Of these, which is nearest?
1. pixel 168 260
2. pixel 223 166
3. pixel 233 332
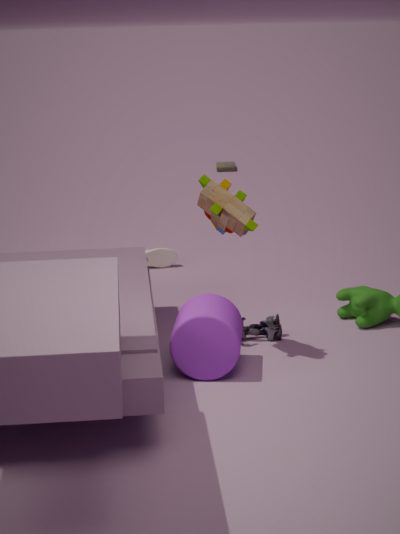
pixel 233 332
